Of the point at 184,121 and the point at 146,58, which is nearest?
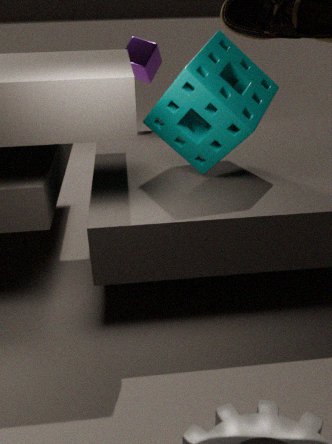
the point at 184,121
